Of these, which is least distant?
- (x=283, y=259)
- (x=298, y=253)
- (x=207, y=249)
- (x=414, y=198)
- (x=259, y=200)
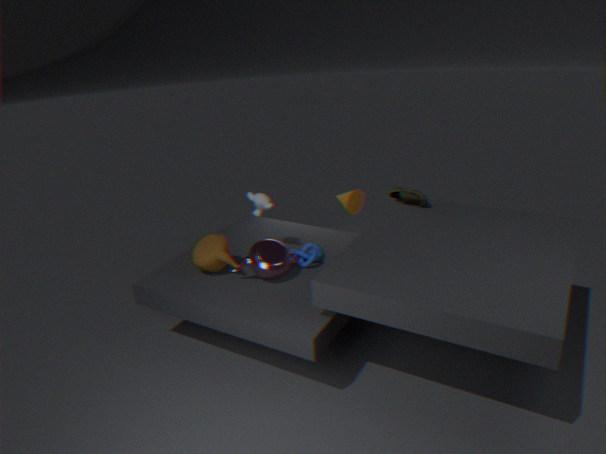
(x=283, y=259)
